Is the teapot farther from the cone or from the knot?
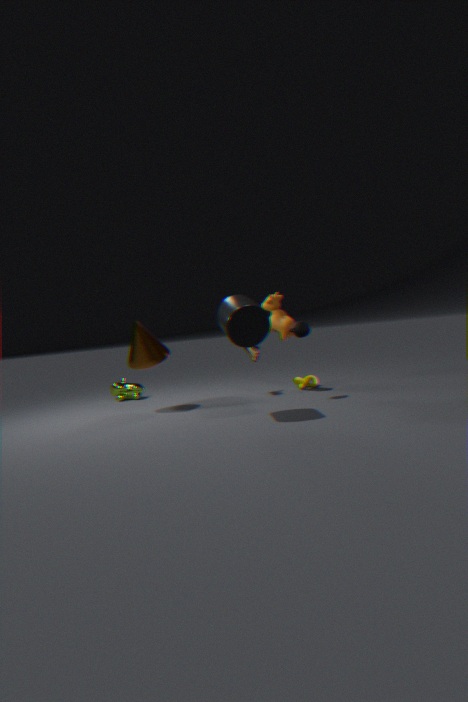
the cone
